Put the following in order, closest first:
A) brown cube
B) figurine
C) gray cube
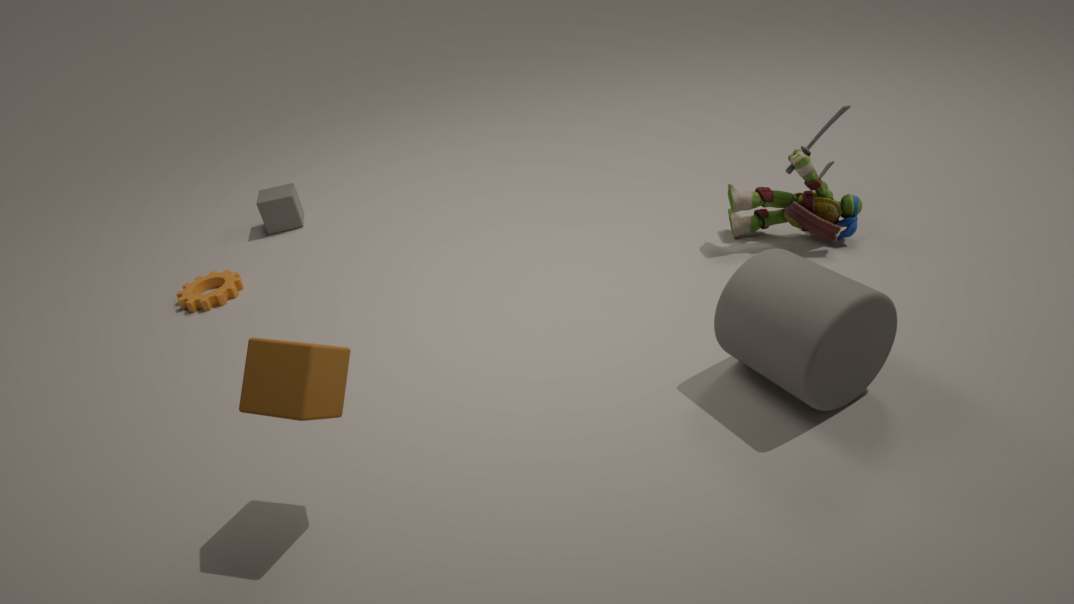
brown cube
figurine
gray cube
